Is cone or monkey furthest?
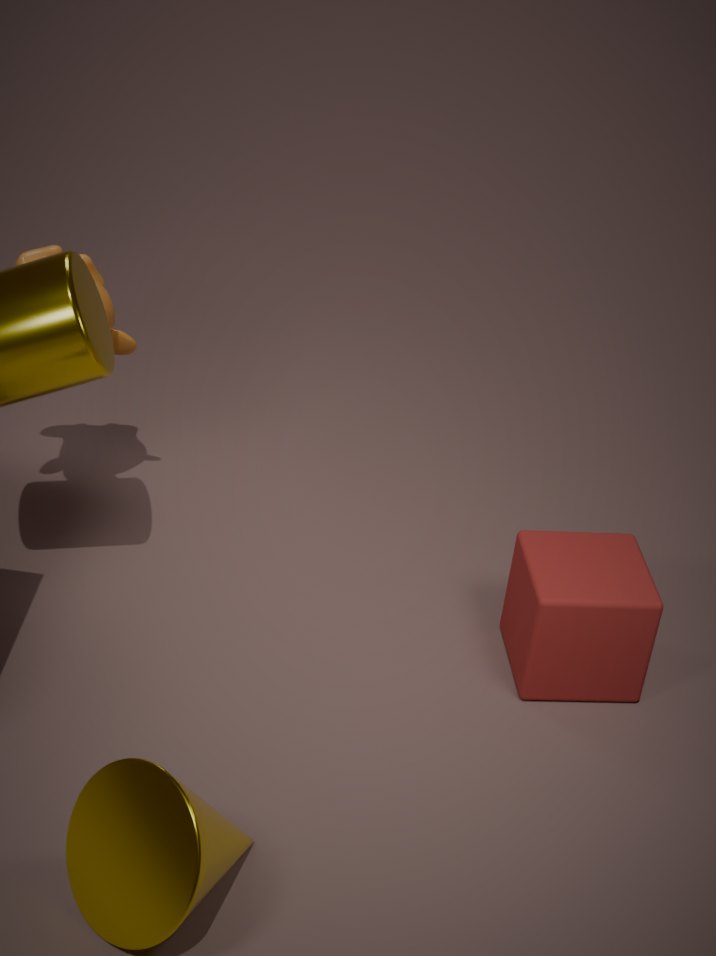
monkey
